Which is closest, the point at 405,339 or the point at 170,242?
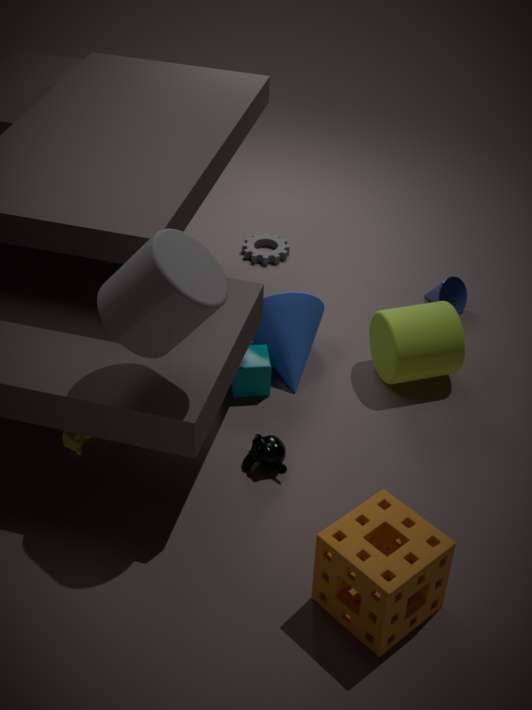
the point at 170,242
